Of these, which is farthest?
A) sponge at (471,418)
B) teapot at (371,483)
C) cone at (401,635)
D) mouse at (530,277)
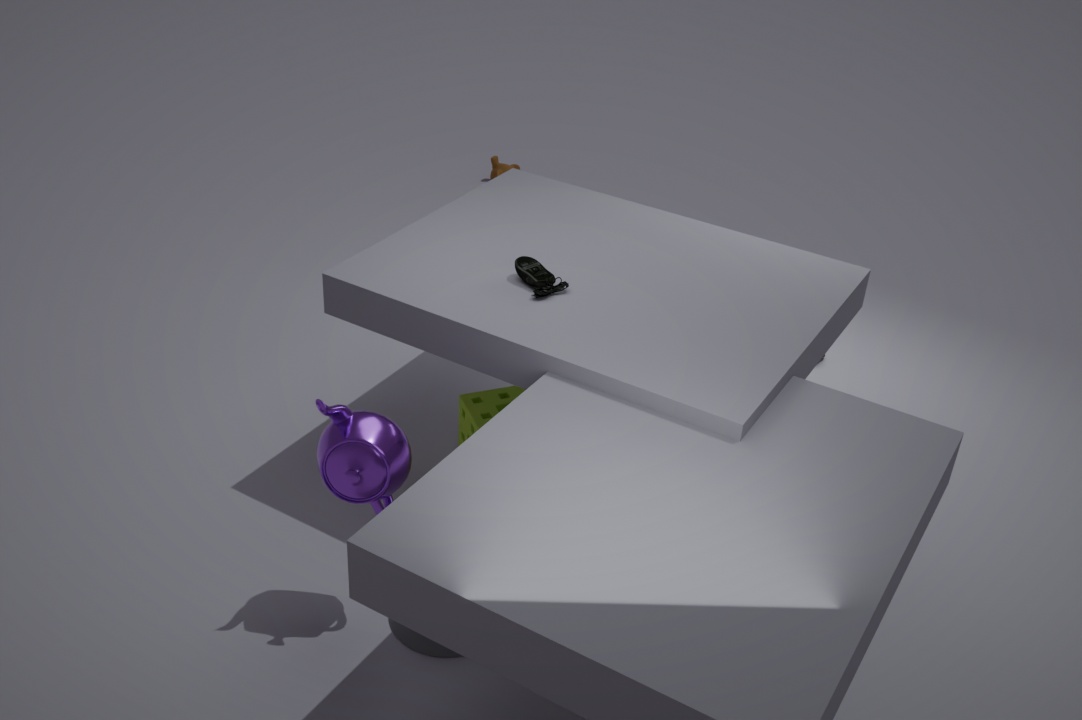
sponge at (471,418)
